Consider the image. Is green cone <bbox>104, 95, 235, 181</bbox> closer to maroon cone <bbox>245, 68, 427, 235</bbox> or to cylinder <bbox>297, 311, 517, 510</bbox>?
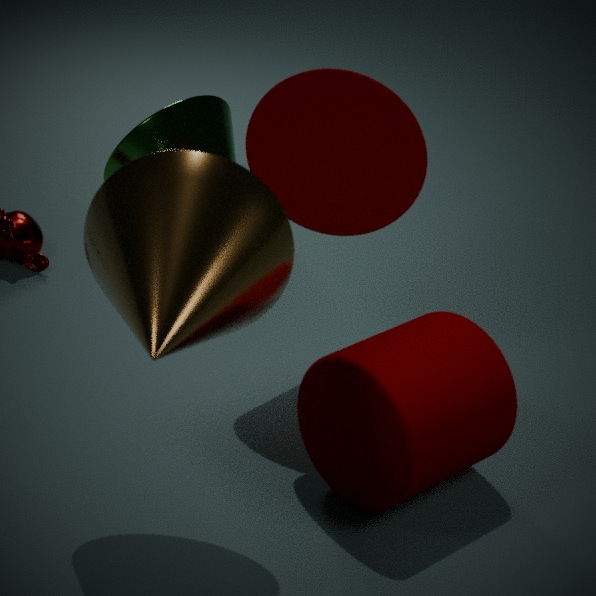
maroon cone <bbox>245, 68, 427, 235</bbox>
